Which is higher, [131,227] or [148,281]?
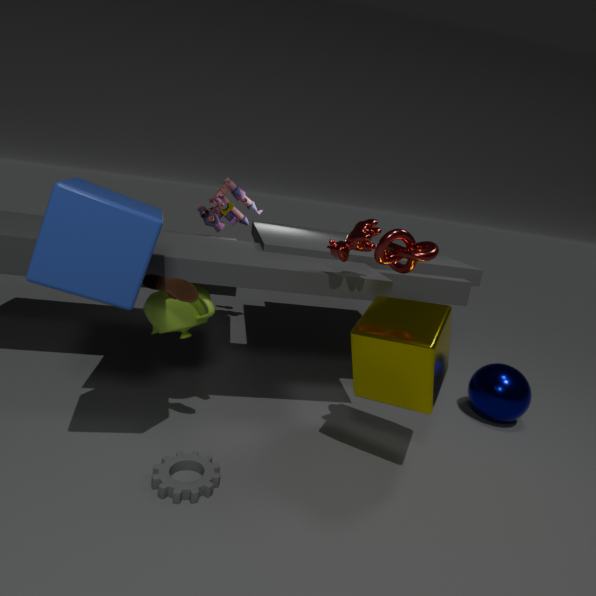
[131,227]
